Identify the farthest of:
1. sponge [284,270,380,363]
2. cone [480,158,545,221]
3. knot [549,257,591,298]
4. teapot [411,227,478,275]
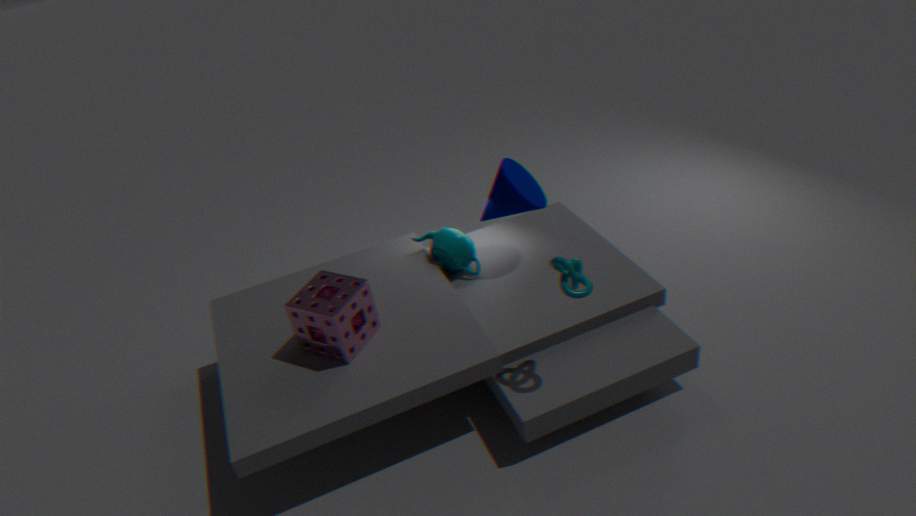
teapot [411,227,478,275]
